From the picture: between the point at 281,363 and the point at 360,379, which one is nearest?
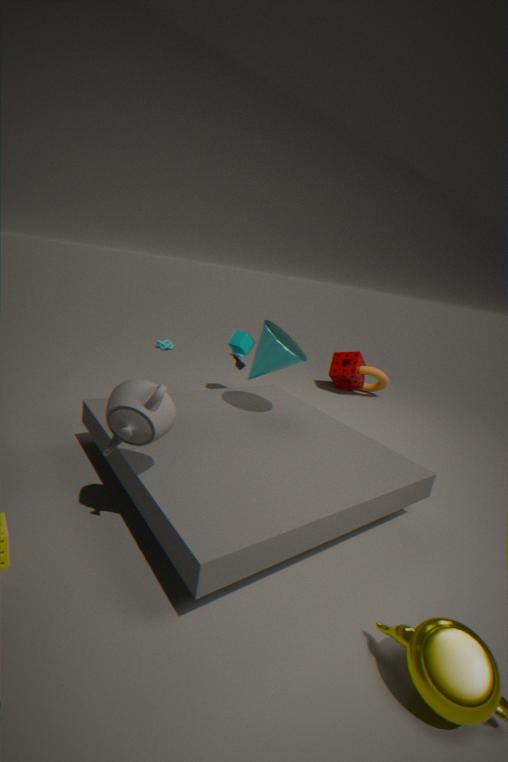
the point at 281,363
